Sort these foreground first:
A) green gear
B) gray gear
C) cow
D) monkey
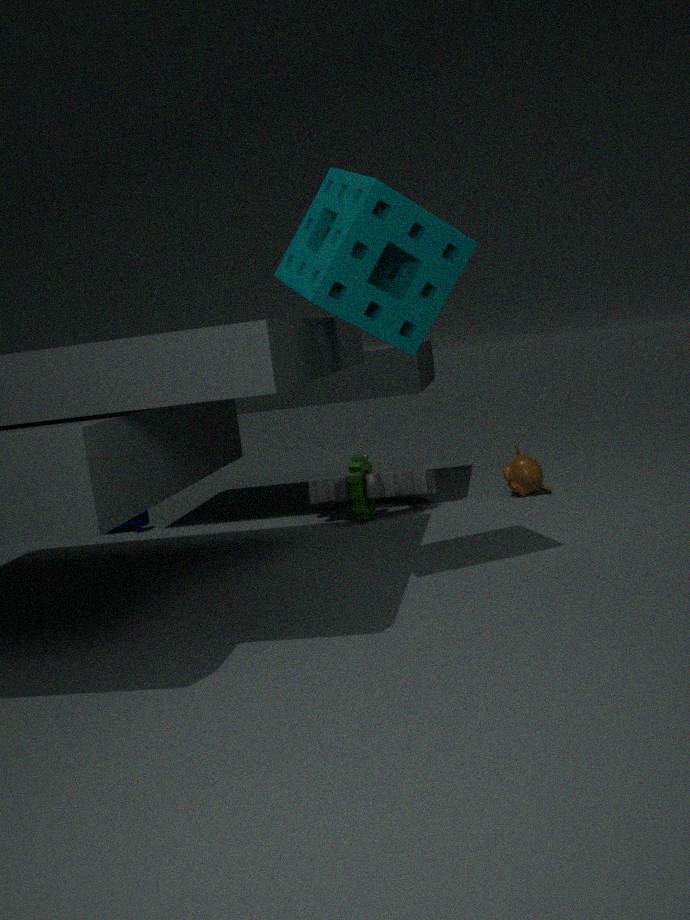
green gear < gray gear < monkey < cow
